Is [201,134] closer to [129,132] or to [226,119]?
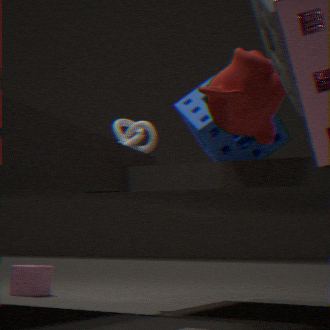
[129,132]
